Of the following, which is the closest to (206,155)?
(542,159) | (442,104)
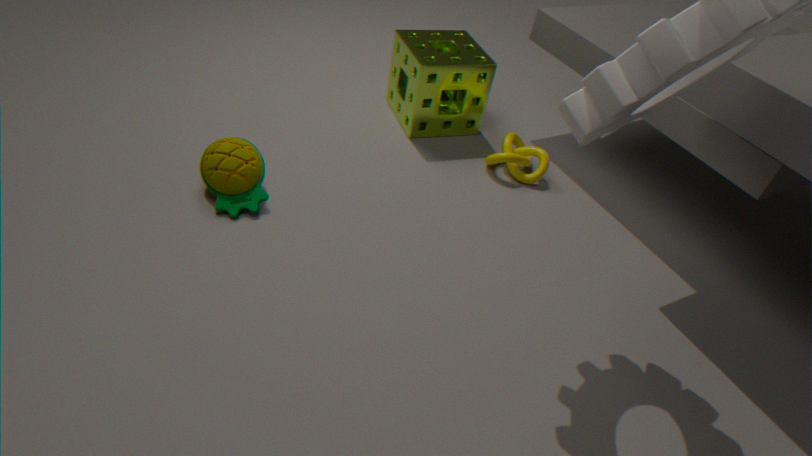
(442,104)
